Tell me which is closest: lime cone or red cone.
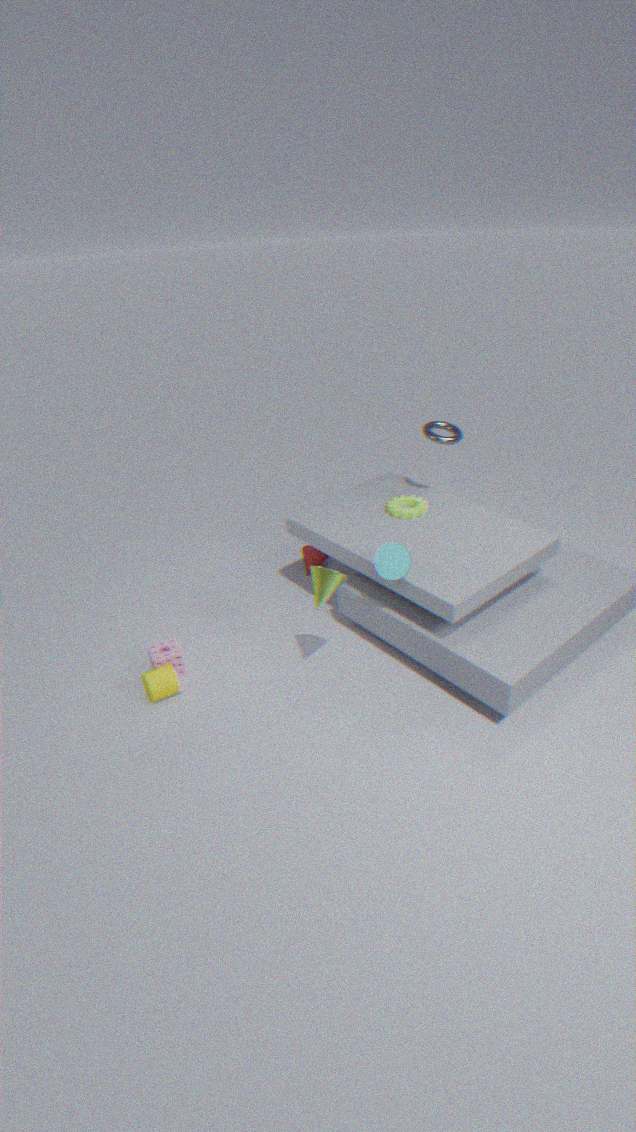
lime cone
